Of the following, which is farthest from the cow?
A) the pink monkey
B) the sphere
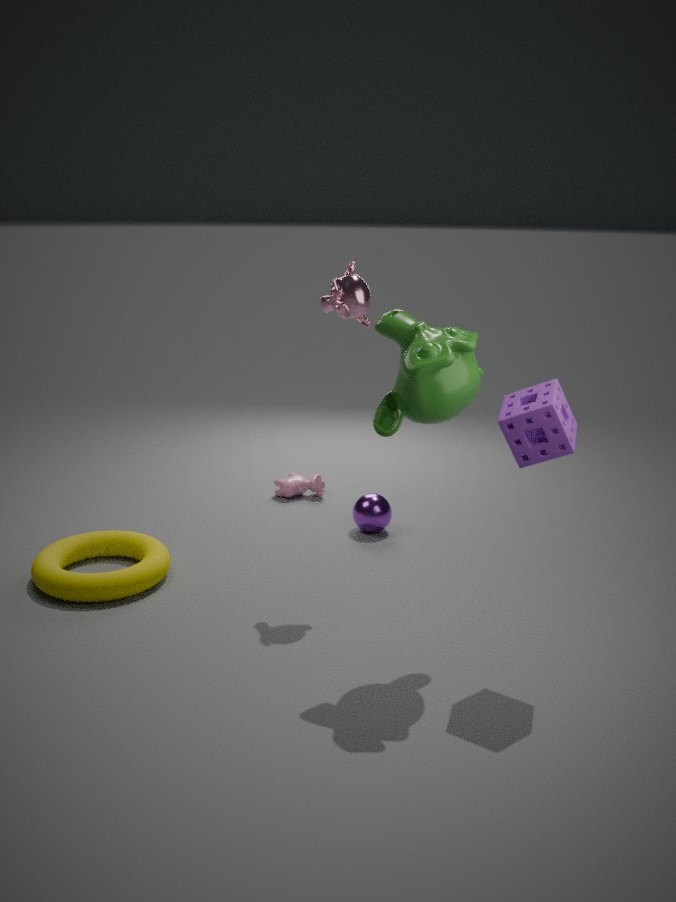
the pink monkey
